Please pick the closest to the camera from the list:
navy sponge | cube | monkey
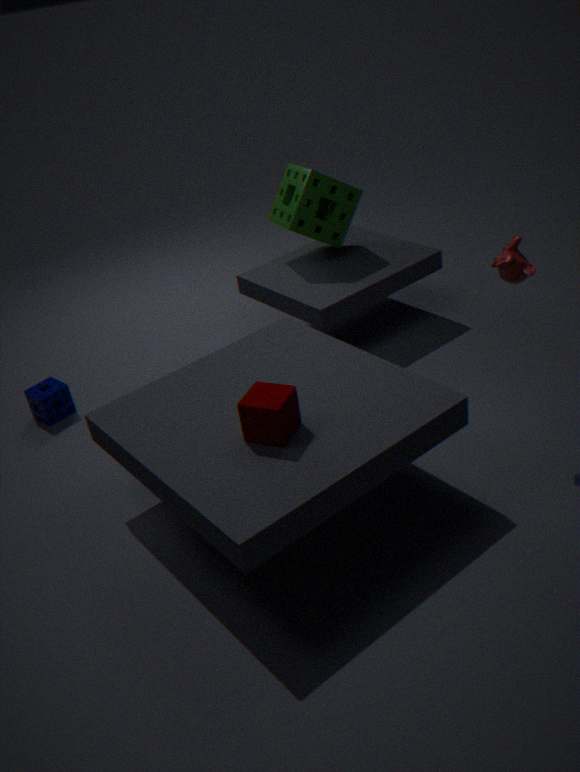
cube
